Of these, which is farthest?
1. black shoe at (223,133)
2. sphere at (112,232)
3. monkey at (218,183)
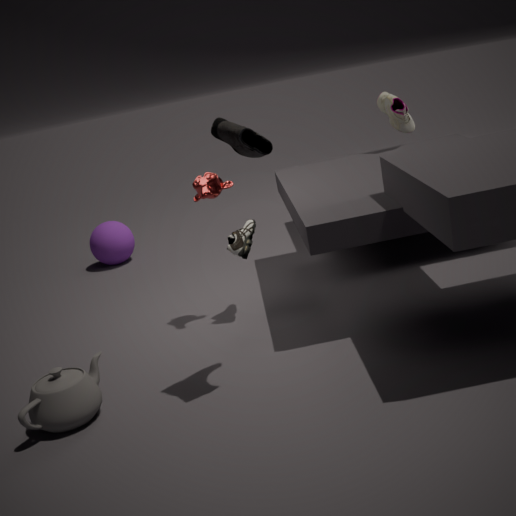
sphere at (112,232)
